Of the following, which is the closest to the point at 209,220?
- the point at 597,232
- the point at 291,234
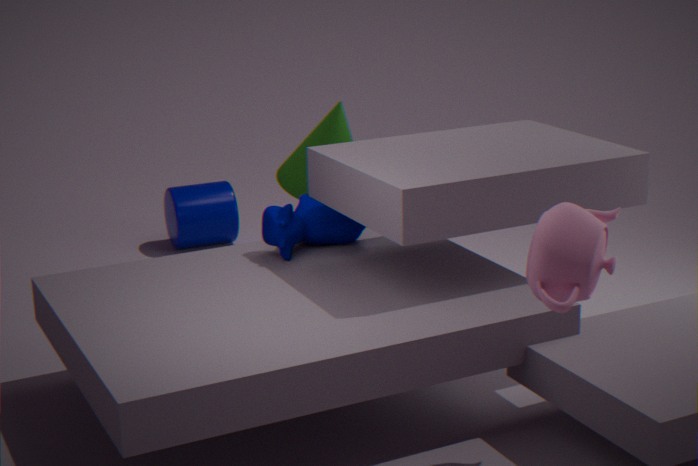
the point at 291,234
